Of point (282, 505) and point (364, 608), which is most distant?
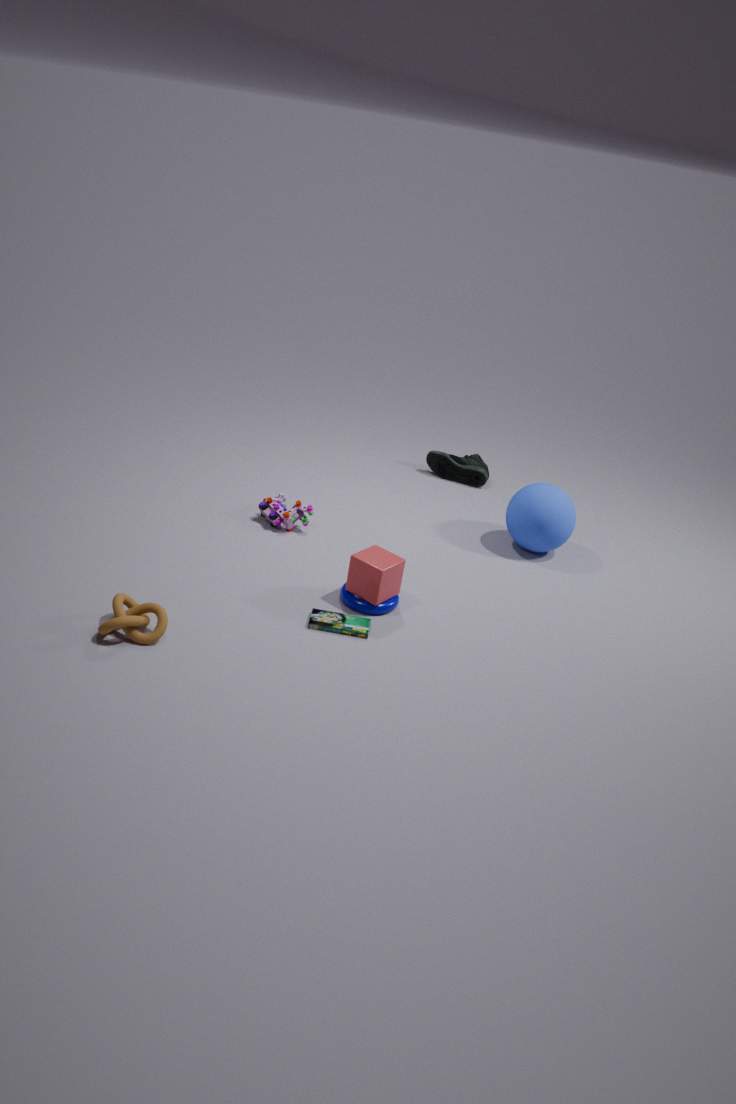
point (282, 505)
